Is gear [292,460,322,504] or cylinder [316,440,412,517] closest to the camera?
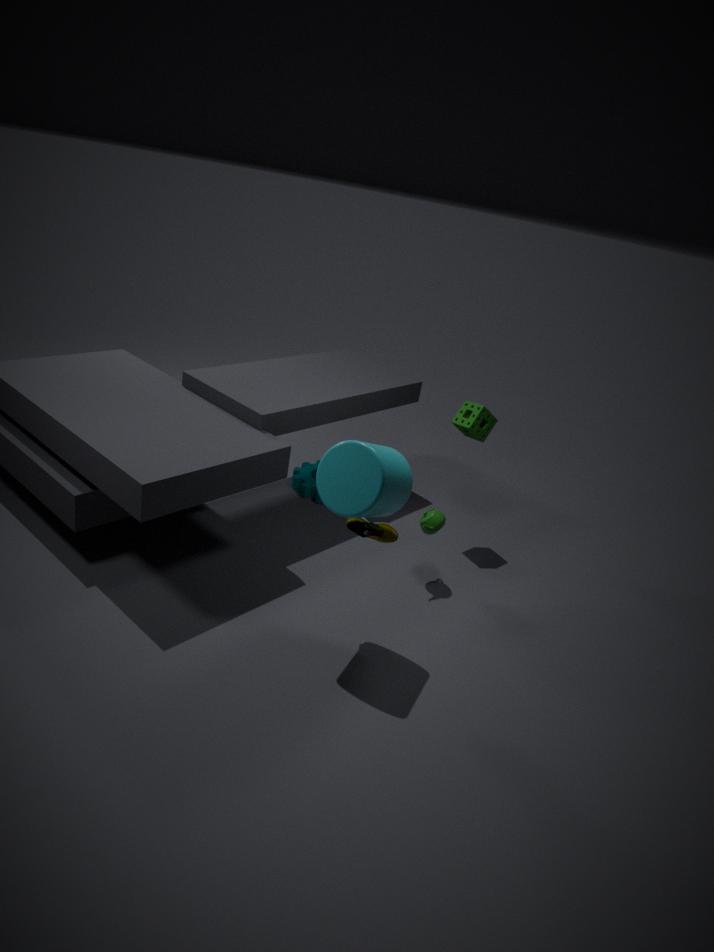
cylinder [316,440,412,517]
